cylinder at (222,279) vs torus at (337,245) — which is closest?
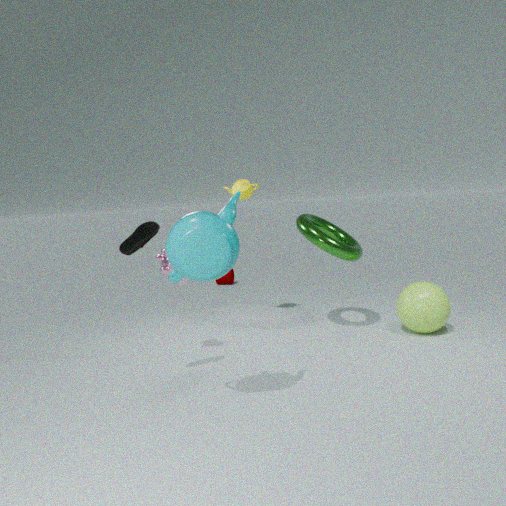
torus at (337,245)
